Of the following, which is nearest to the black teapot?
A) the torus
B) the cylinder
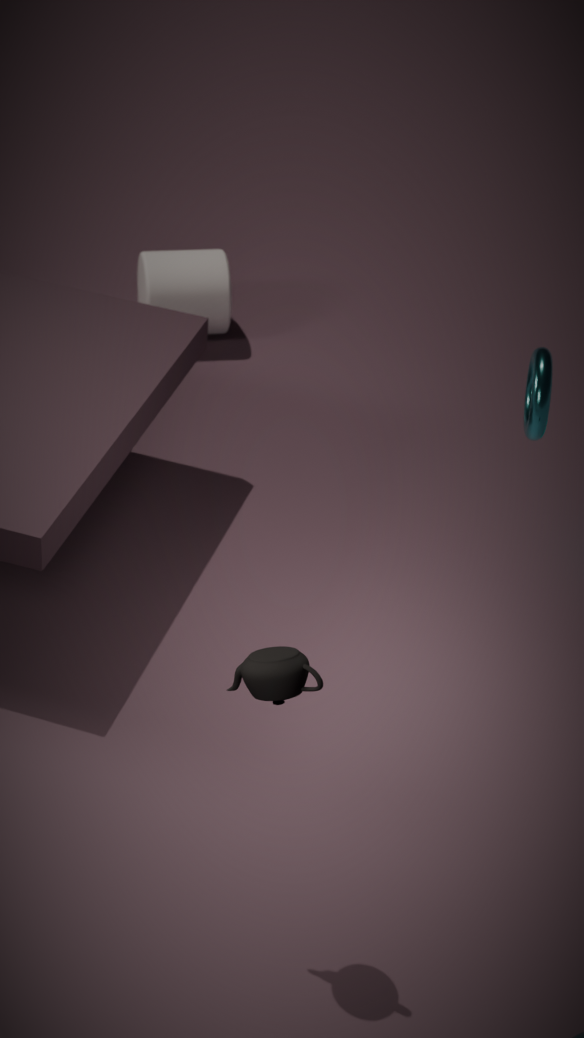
the torus
